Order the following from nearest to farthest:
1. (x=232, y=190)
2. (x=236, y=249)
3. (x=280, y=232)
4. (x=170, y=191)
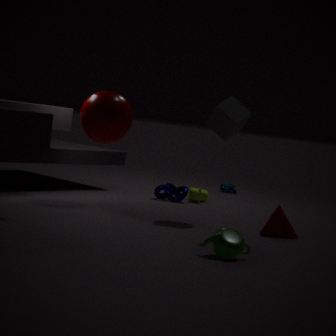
(x=236, y=249), (x=280, y=232), (x=170, y=191), (x=232, y=190)
